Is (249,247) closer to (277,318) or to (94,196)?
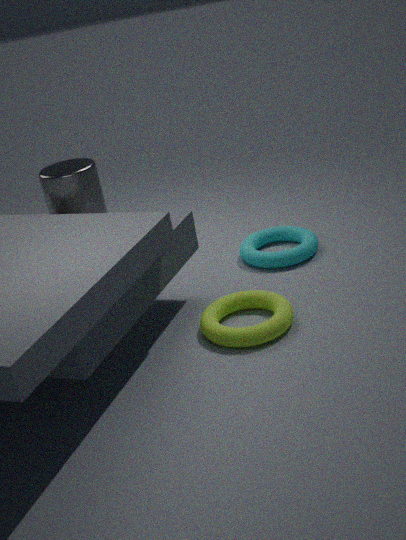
(277,318)
